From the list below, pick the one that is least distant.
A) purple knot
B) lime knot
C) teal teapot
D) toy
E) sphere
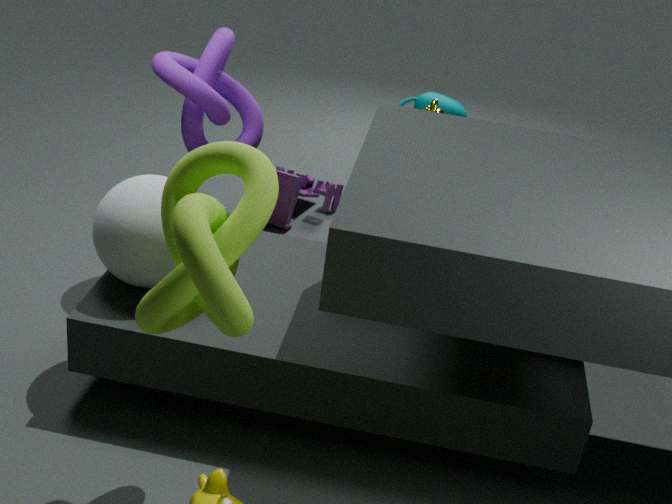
lime knot
